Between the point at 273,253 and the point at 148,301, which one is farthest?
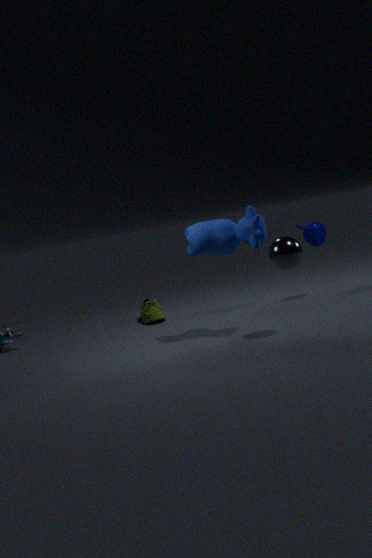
the point at 148,301
